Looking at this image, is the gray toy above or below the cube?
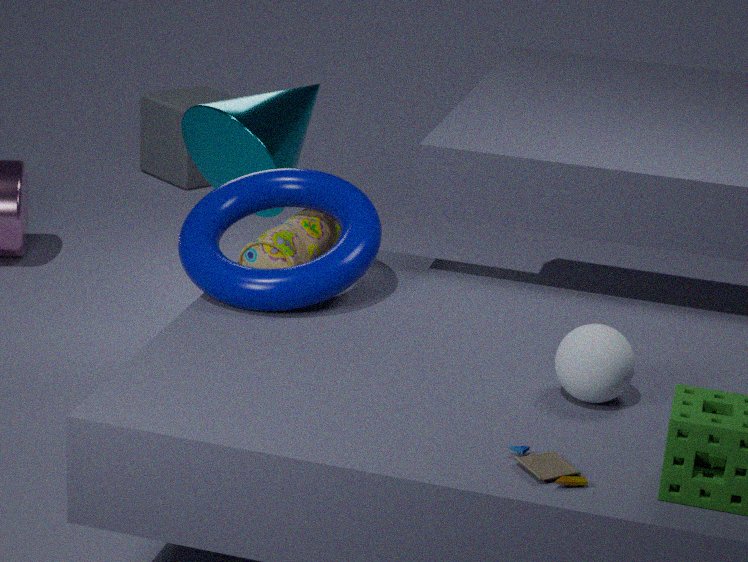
above
